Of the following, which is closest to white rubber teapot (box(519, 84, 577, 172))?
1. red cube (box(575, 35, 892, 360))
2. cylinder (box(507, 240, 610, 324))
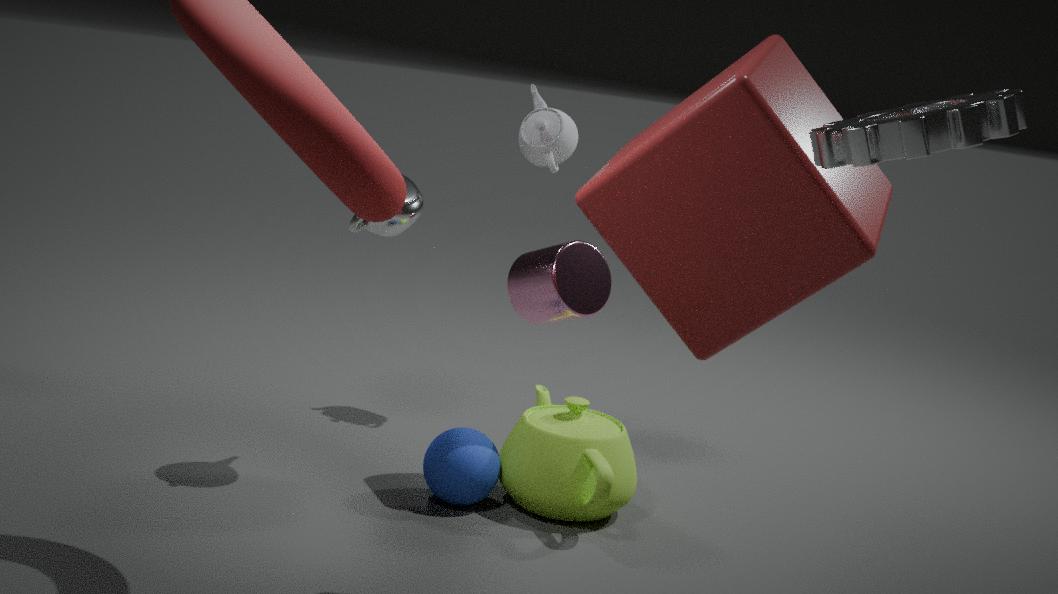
cylinder (box(507, 240, 610, 324))
